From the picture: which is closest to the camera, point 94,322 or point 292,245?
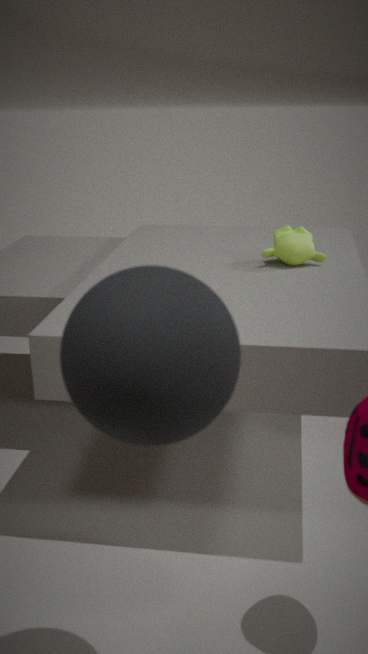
point 94,322
